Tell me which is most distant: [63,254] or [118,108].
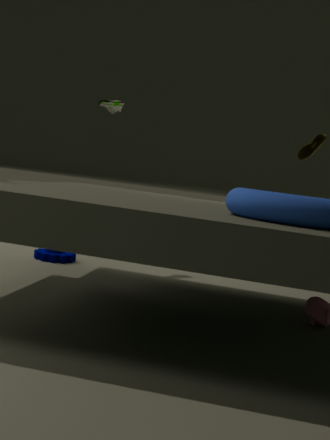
[118,108]
